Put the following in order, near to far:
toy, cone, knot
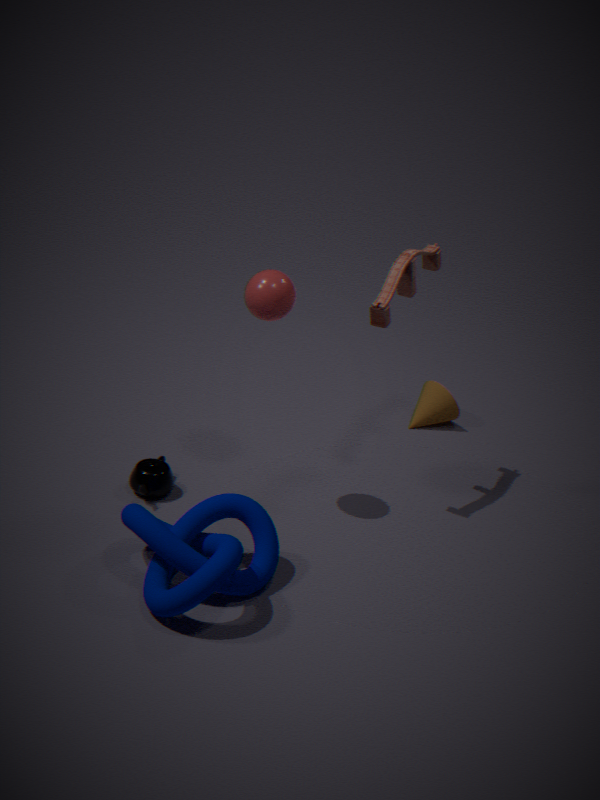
knot → toy → cone
